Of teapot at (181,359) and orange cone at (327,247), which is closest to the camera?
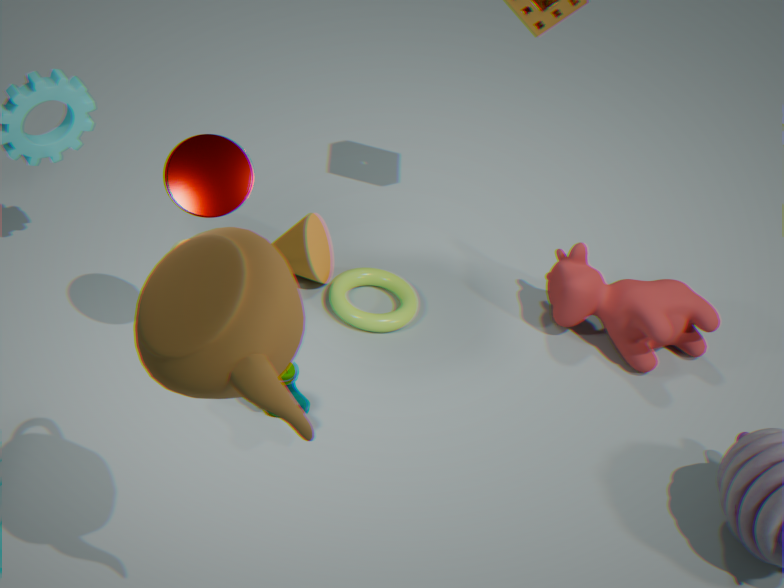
teapot at (181,359)
